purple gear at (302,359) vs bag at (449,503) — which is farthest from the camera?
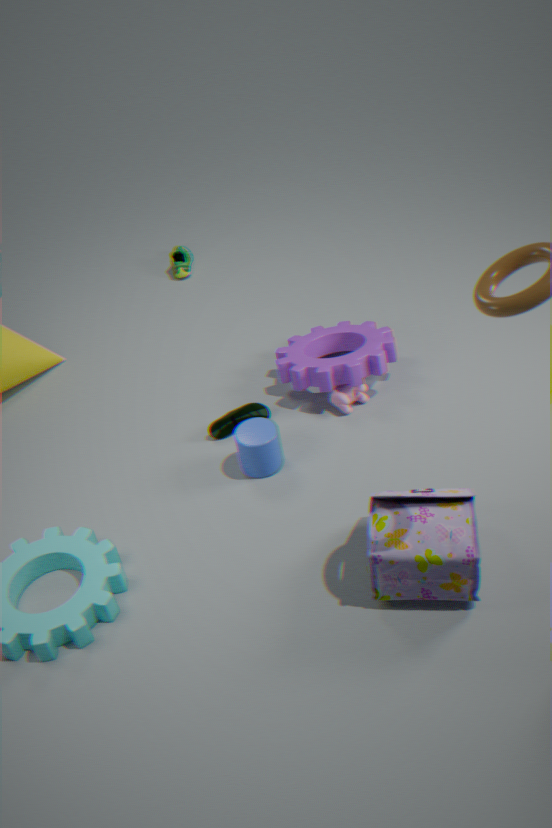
purple gear at (302,359)
